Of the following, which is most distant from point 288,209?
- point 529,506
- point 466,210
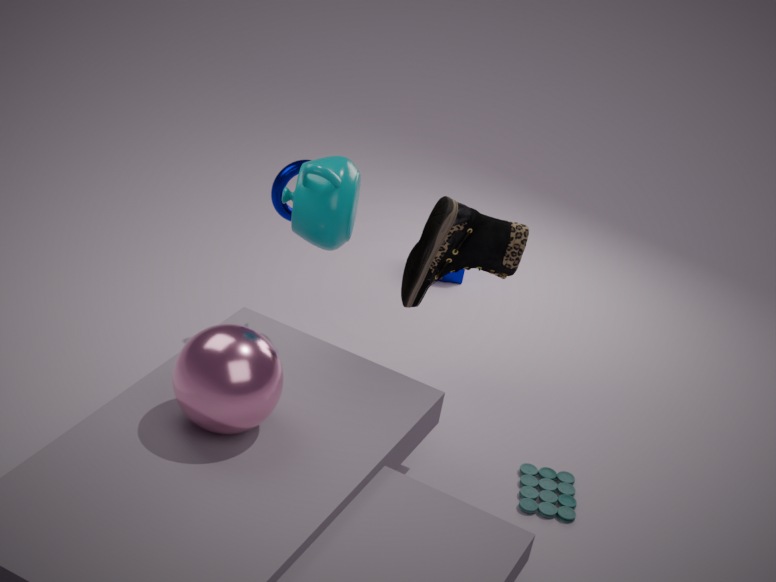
point 529,506
